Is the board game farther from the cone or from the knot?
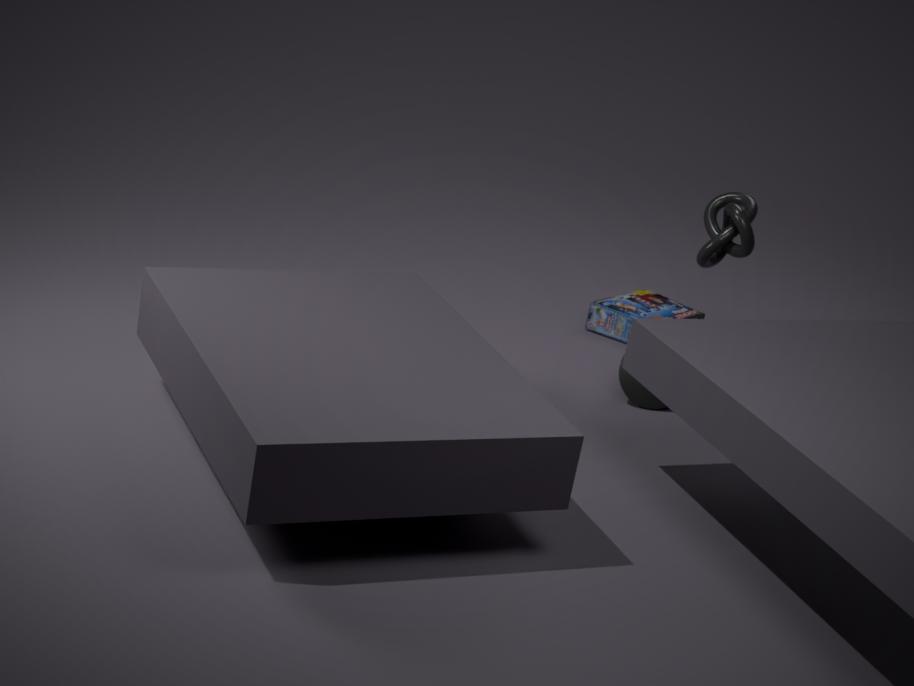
the knot
